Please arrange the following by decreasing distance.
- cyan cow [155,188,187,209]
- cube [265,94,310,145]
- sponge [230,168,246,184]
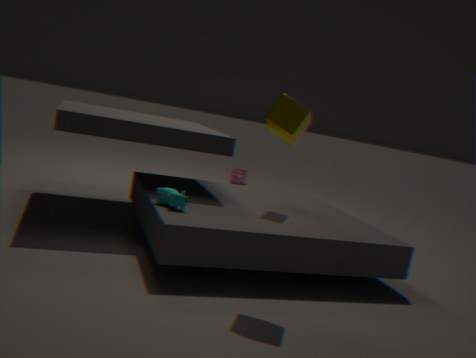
sponge [230,168,246,184] → cyan cow [155,188,187,209] → cube [265,94,310,145]
